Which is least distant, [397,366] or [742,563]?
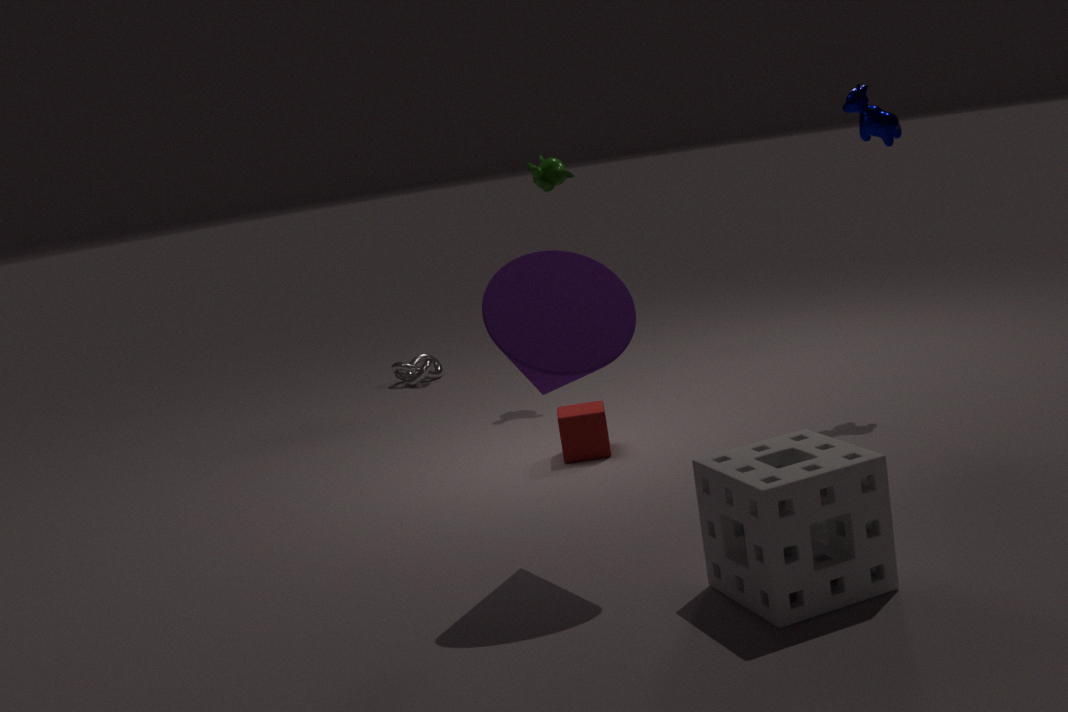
[742,563]
